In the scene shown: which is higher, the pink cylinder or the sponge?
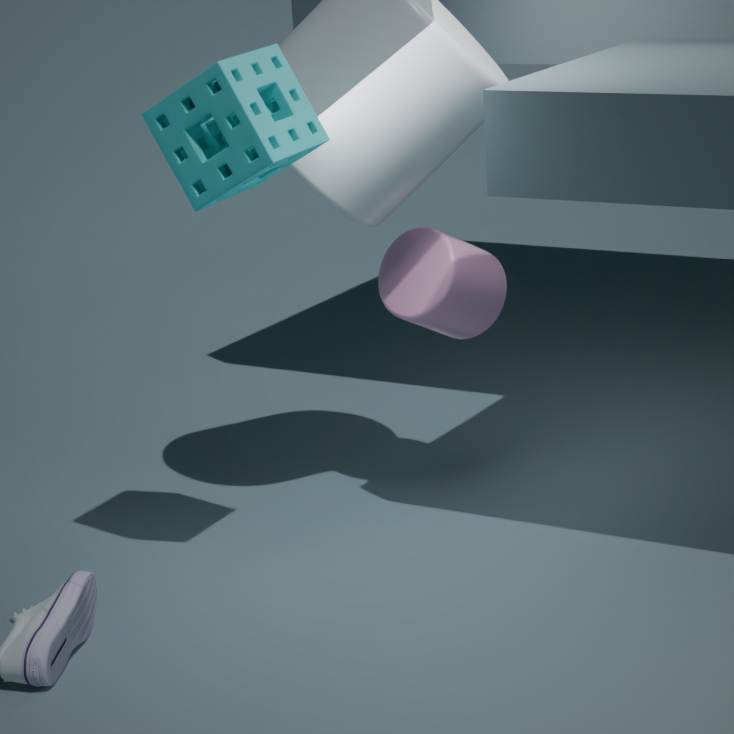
the sponge
